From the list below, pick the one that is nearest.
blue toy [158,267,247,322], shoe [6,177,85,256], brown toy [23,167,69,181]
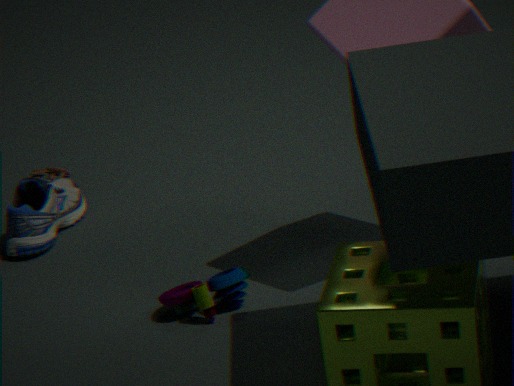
blue toy [158,267,247,322]
